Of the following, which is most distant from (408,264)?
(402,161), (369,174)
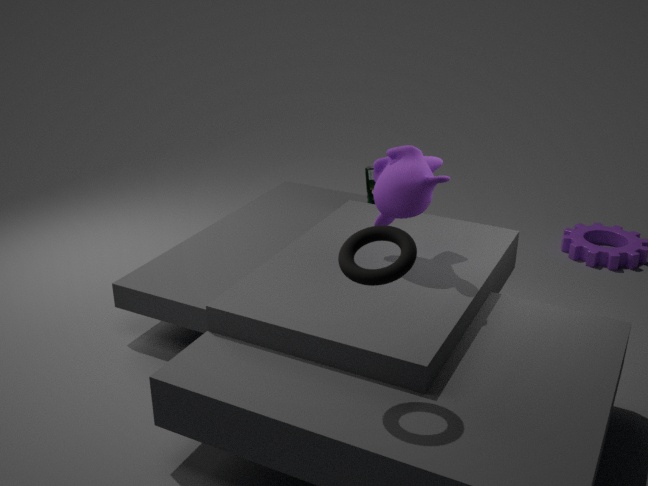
(369,174)
